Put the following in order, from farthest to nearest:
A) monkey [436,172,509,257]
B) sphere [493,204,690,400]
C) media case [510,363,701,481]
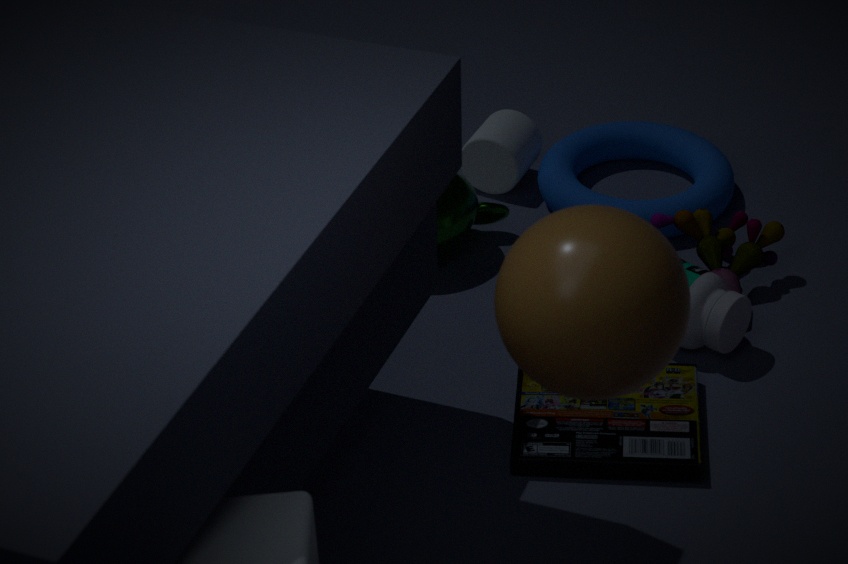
1. monkey [436,172,509,257]
2. media case [510,363,701,481]
3. sphere [493,204,690,400]
